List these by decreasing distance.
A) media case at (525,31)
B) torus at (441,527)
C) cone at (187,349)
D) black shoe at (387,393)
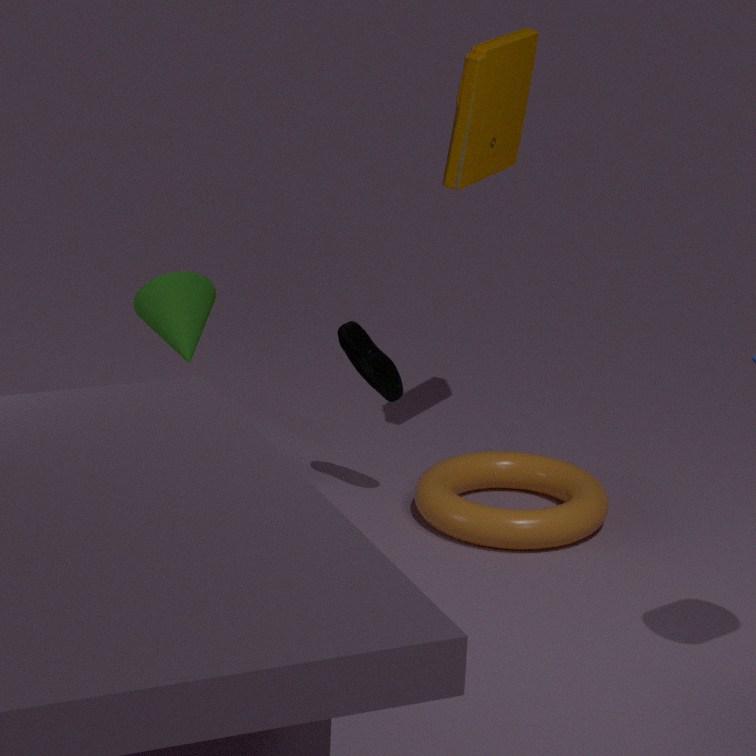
black shoe at (387,393) → media case at (525,31) → torus at (441,527) → cone at (187,349)
